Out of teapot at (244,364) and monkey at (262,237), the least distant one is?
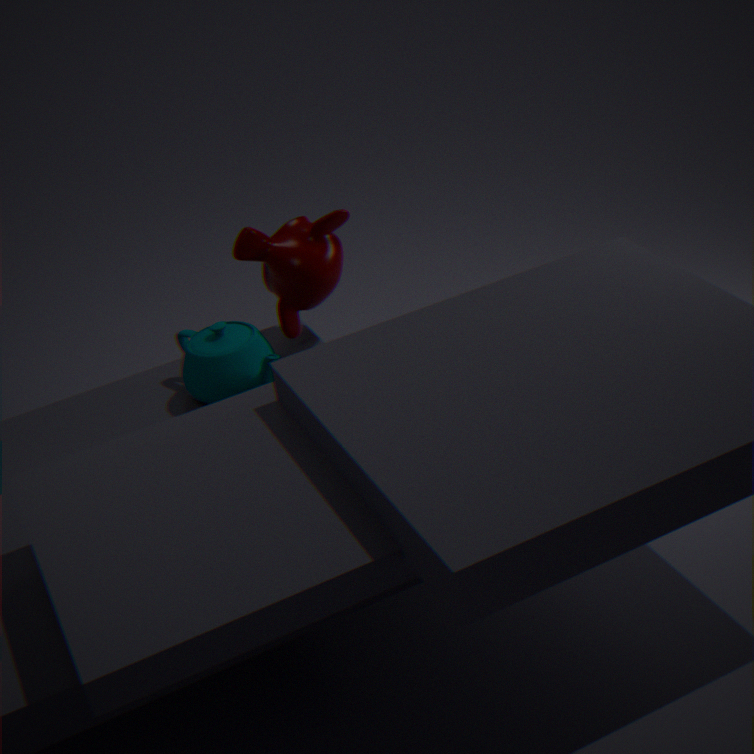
teapot at (244,364)
